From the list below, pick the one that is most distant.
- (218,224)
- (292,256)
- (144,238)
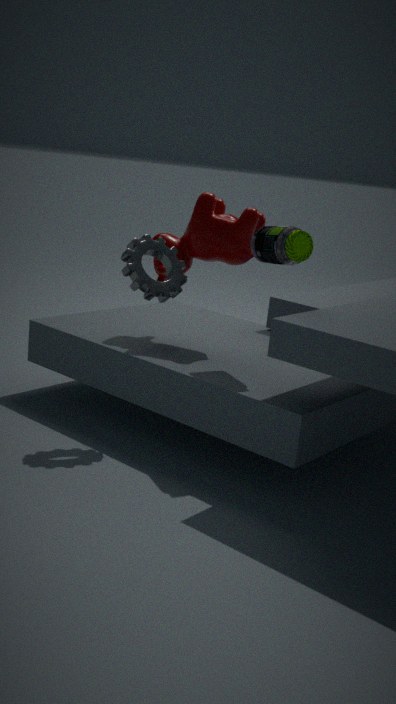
(218,224)
